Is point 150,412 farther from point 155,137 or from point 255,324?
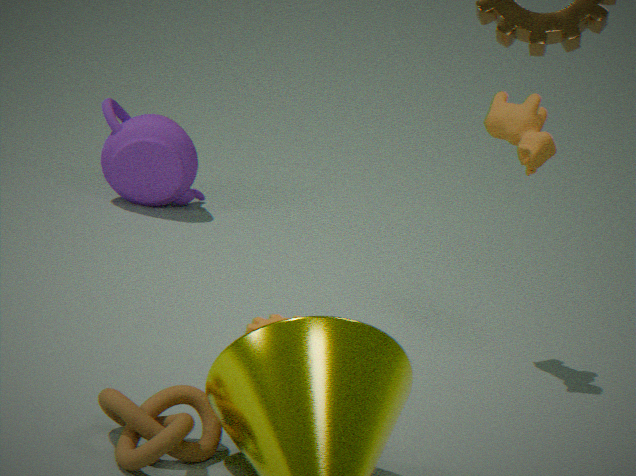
point 155,137
